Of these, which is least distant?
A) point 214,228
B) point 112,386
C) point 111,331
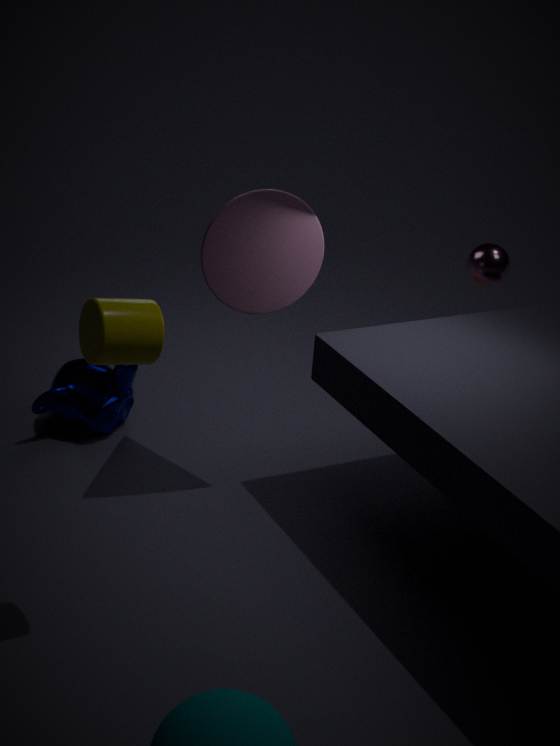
point 111,331
